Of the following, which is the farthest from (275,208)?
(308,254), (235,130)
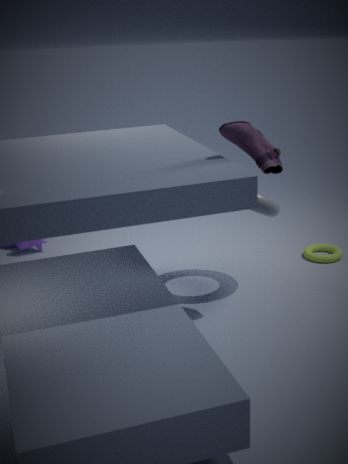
(308,254)
